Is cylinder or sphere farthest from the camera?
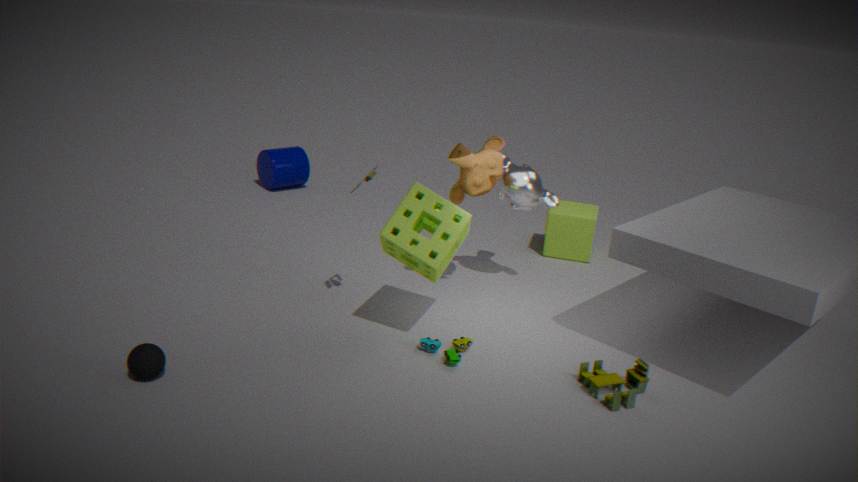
cylinder
